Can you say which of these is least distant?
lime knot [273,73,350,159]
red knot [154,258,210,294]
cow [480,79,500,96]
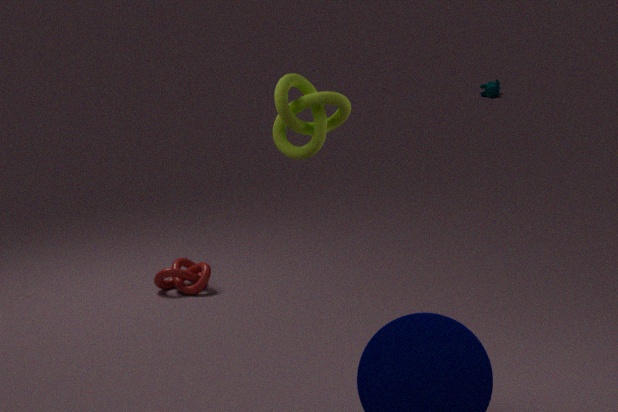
lime knot [273,73,350,159]
